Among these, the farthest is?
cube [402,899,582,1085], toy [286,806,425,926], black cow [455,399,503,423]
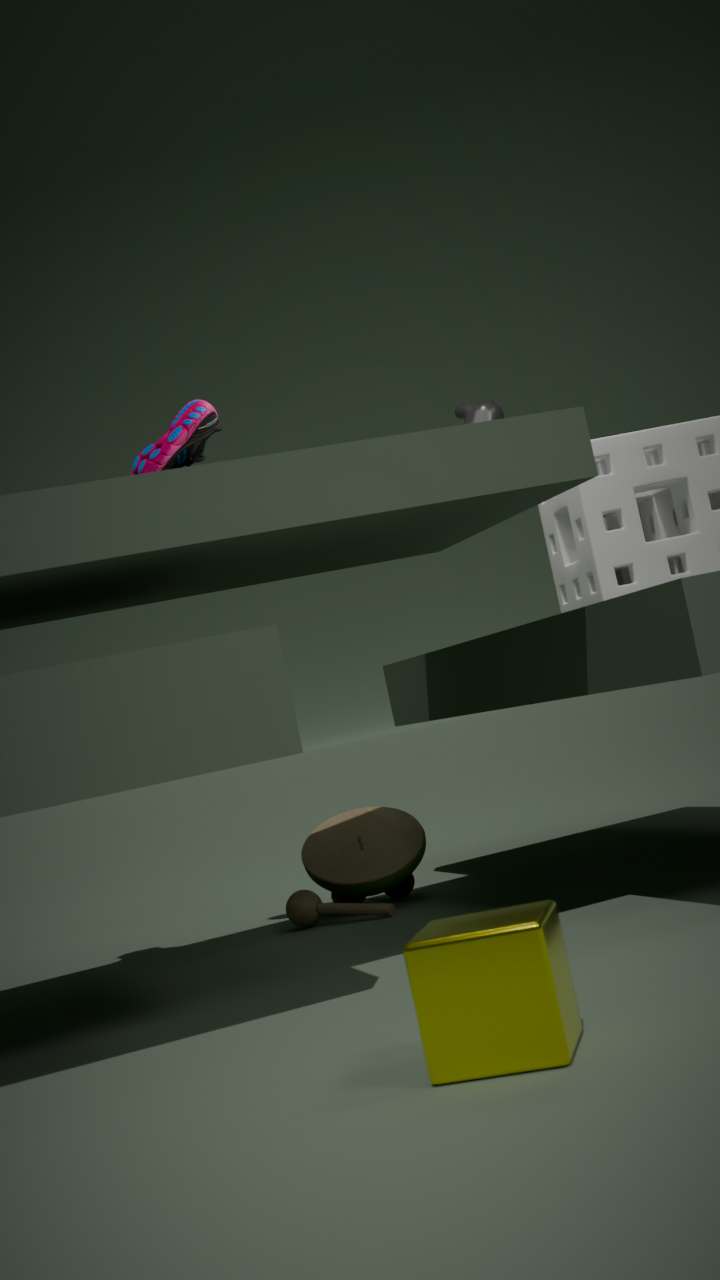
black cow [455,399,503,423]
